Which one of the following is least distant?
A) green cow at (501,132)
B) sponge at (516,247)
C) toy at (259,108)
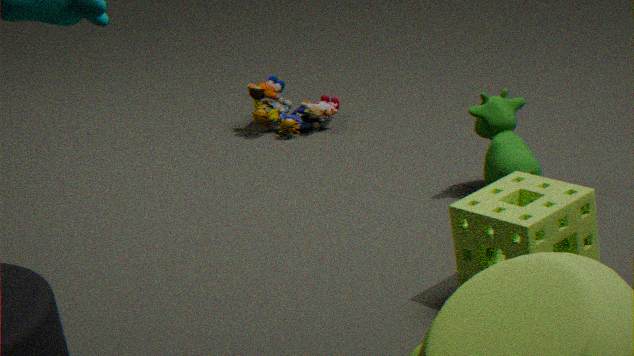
sponge at (516,247)
